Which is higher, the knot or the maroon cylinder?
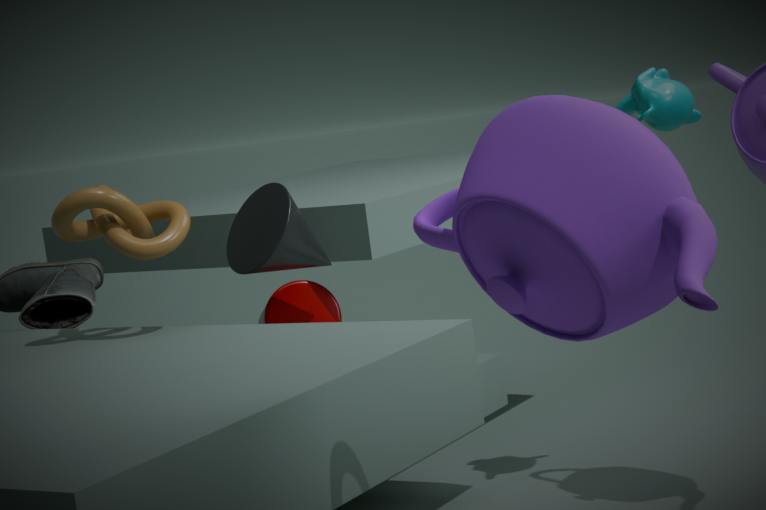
the knot
